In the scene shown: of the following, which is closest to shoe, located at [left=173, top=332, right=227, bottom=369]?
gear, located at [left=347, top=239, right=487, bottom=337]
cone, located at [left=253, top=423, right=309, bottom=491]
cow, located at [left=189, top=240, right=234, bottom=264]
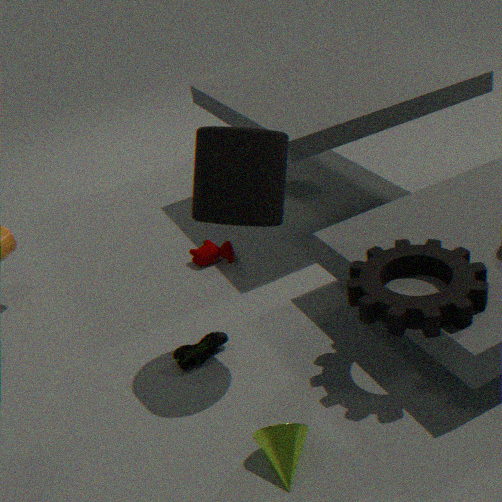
cone, located at [left=253, top=423, right=309, bottom=491]
